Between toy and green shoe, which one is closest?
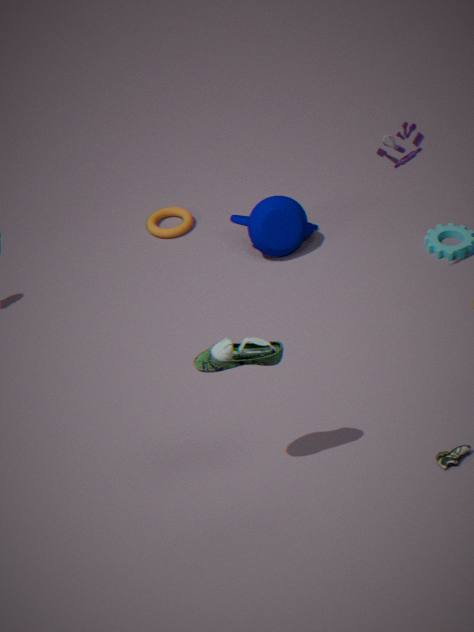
green shoe
